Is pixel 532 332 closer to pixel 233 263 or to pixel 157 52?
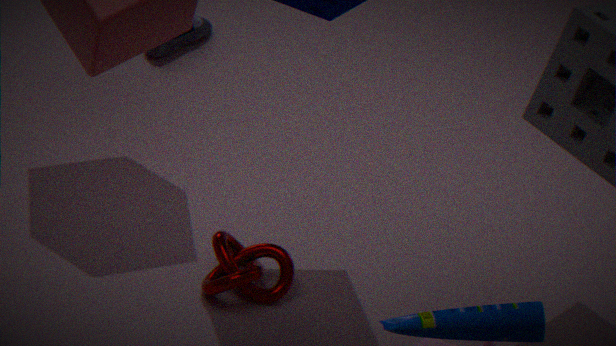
pixel 233 263
